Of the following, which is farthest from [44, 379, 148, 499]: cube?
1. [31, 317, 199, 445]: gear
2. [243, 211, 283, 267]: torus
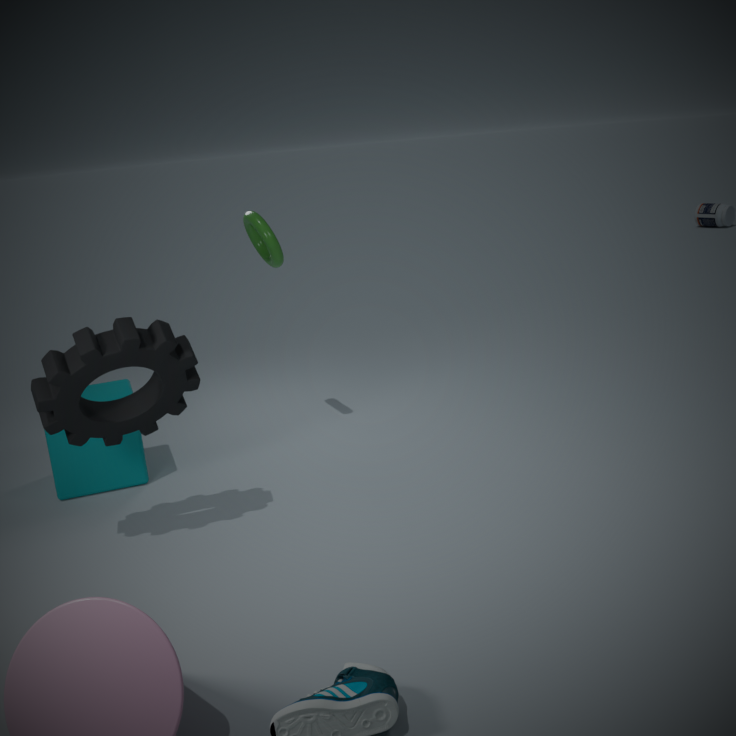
[243, 211, 283, 267]: torus
